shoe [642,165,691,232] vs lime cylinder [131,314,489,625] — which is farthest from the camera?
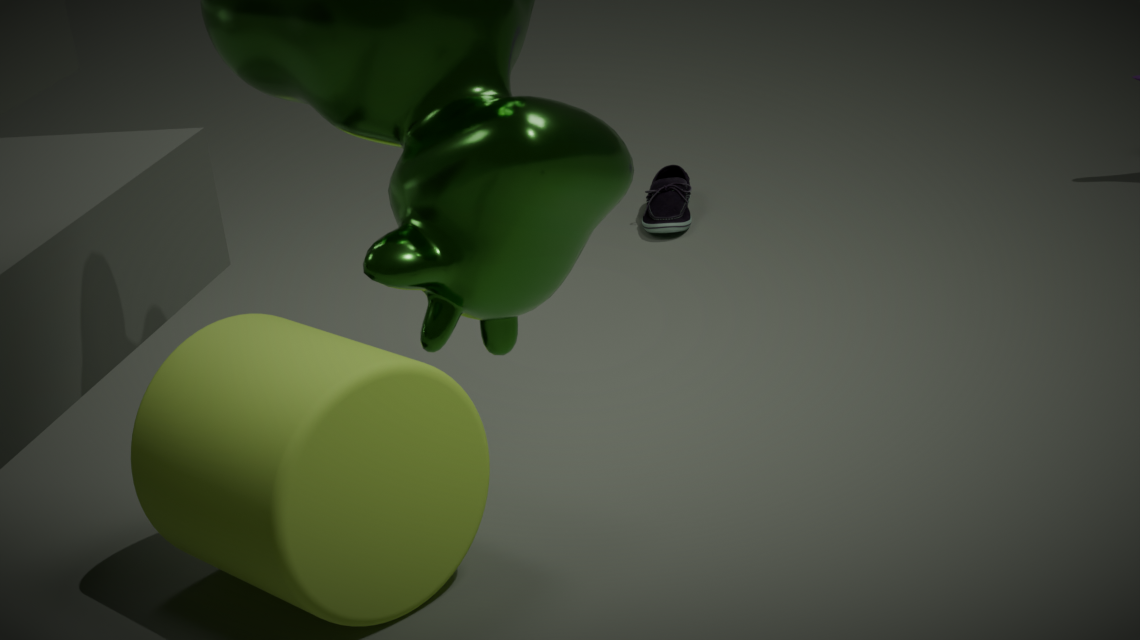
shoe [642,165,691,232]
